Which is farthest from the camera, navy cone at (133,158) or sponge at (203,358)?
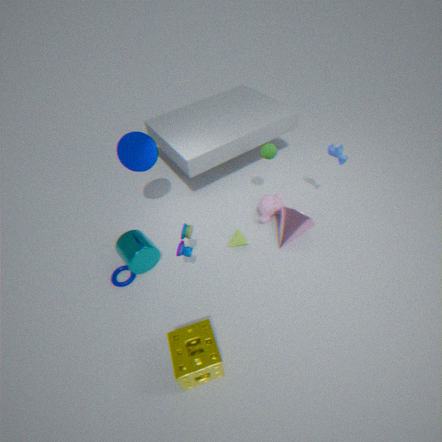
navy cone at (133,158)
